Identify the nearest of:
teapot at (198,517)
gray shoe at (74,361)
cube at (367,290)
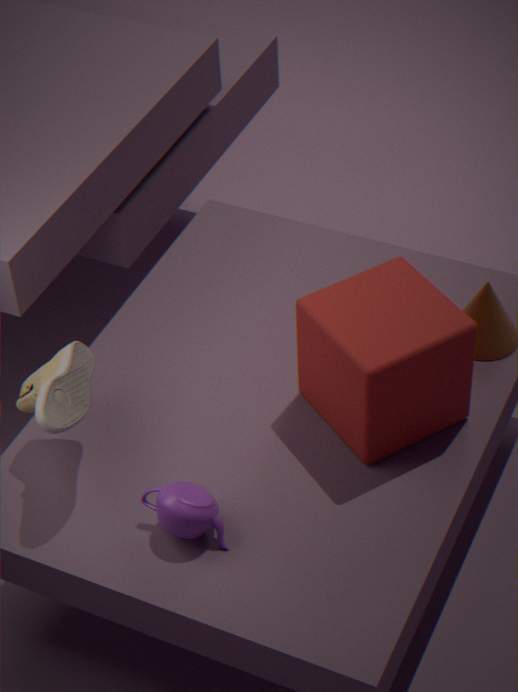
gray shoe at (74,361)
